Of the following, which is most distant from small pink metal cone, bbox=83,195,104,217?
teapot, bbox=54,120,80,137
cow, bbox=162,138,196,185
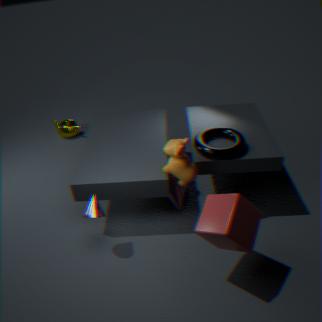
teapot, bbox=54,120,80,137
